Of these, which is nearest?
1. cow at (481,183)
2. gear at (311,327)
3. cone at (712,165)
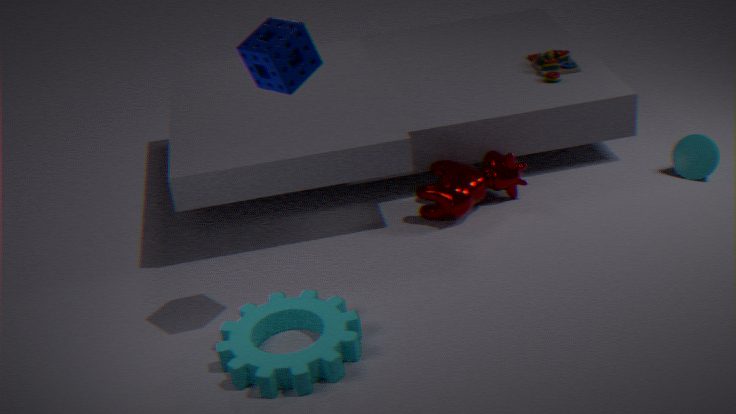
gear at (311,327)
